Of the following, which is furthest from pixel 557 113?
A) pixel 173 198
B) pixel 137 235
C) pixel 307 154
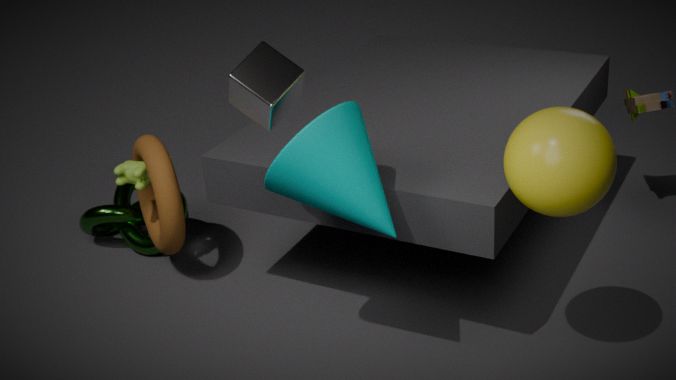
pixel 137 235
